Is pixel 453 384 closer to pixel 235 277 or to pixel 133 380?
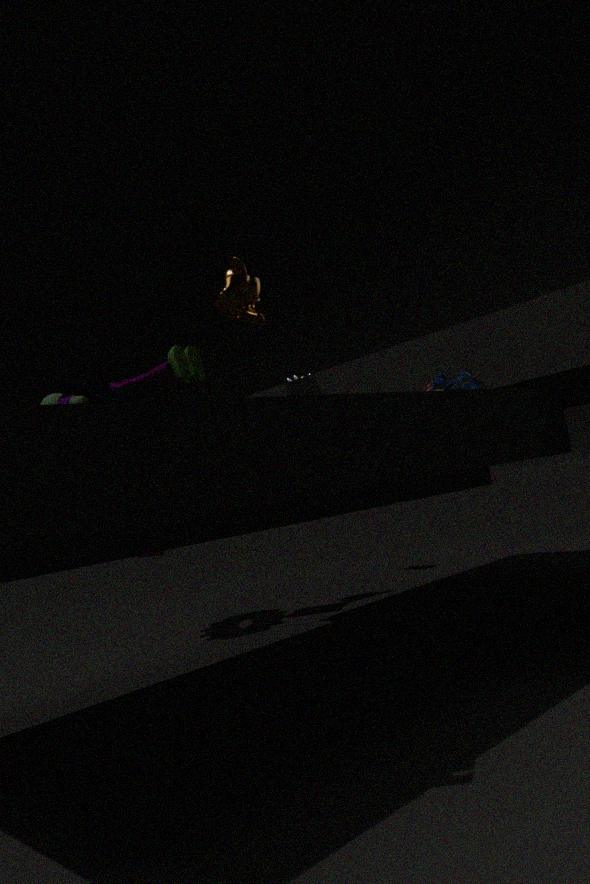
pixel 235 277
